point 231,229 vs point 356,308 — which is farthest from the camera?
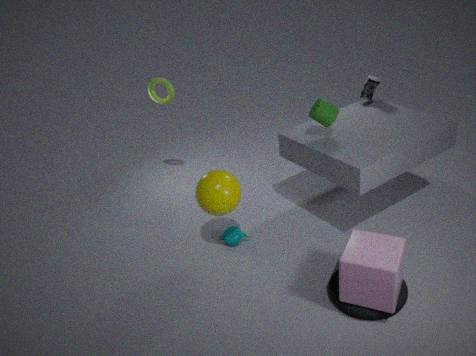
point 231,229
